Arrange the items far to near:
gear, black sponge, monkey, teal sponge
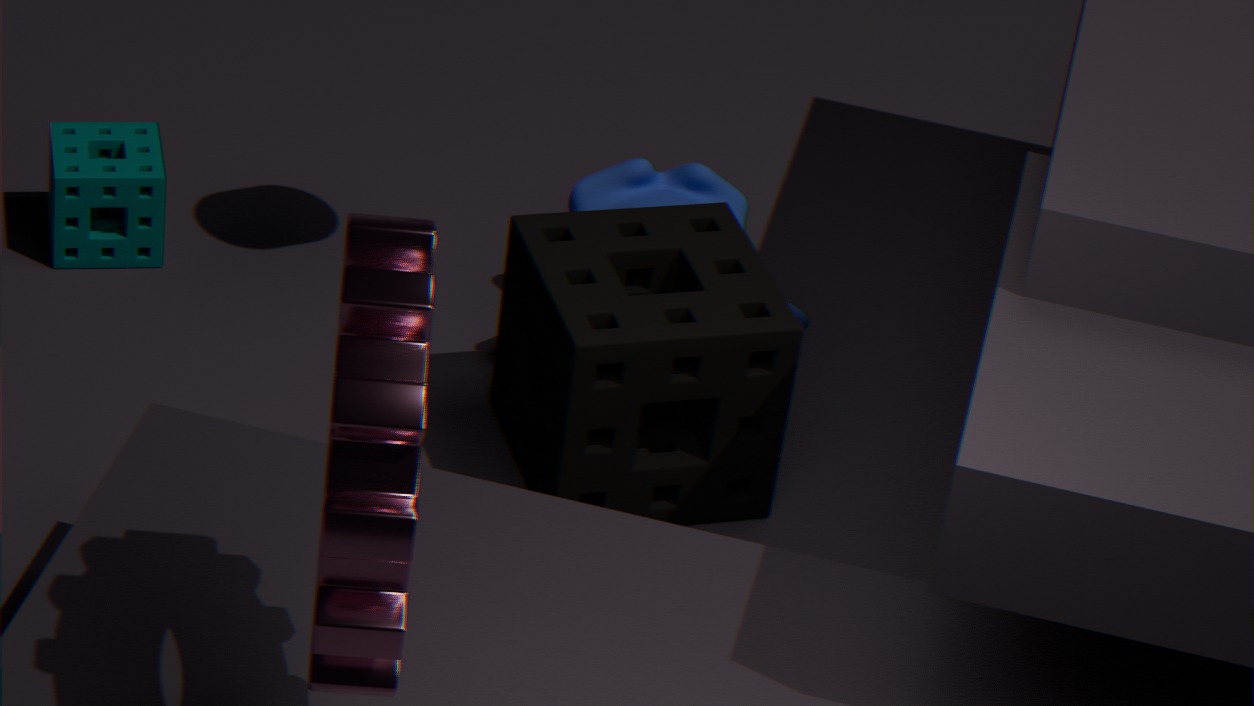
teal sponge
monkey
black sponge
gear
